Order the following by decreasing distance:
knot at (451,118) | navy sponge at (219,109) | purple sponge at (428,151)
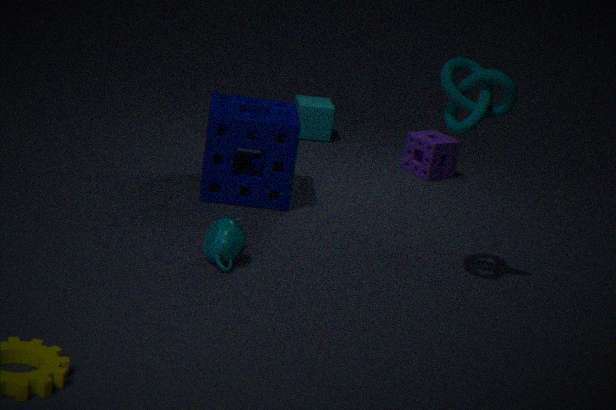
purple sponge at (428,151) < navy sponge at (219,109) < knot at (451,118)
